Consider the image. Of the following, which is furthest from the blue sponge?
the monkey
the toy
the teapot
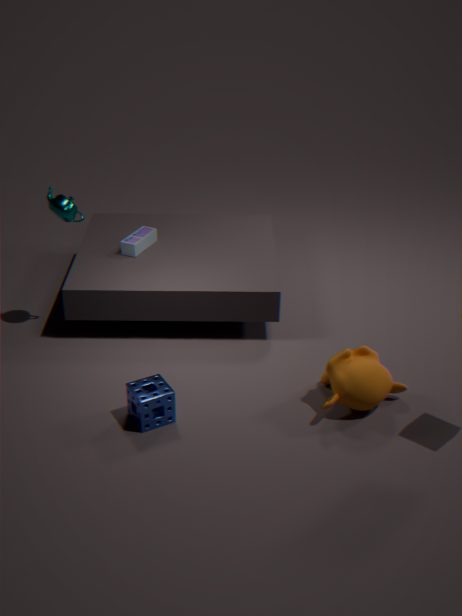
the toy
